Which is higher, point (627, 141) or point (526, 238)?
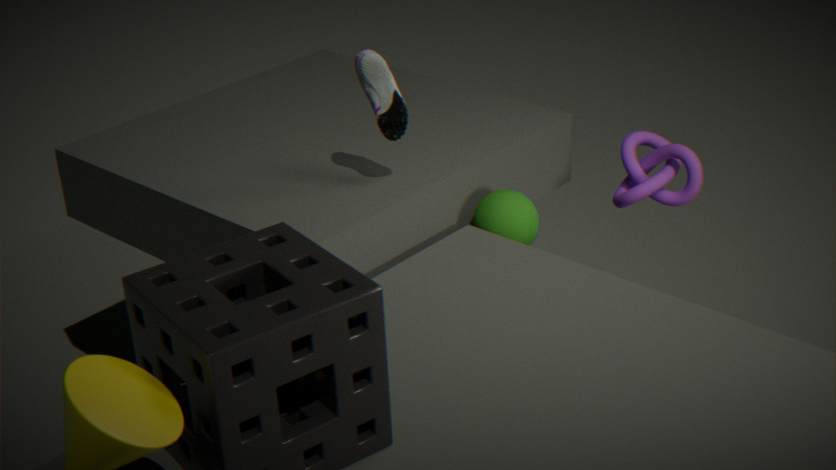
point (627, 141)
